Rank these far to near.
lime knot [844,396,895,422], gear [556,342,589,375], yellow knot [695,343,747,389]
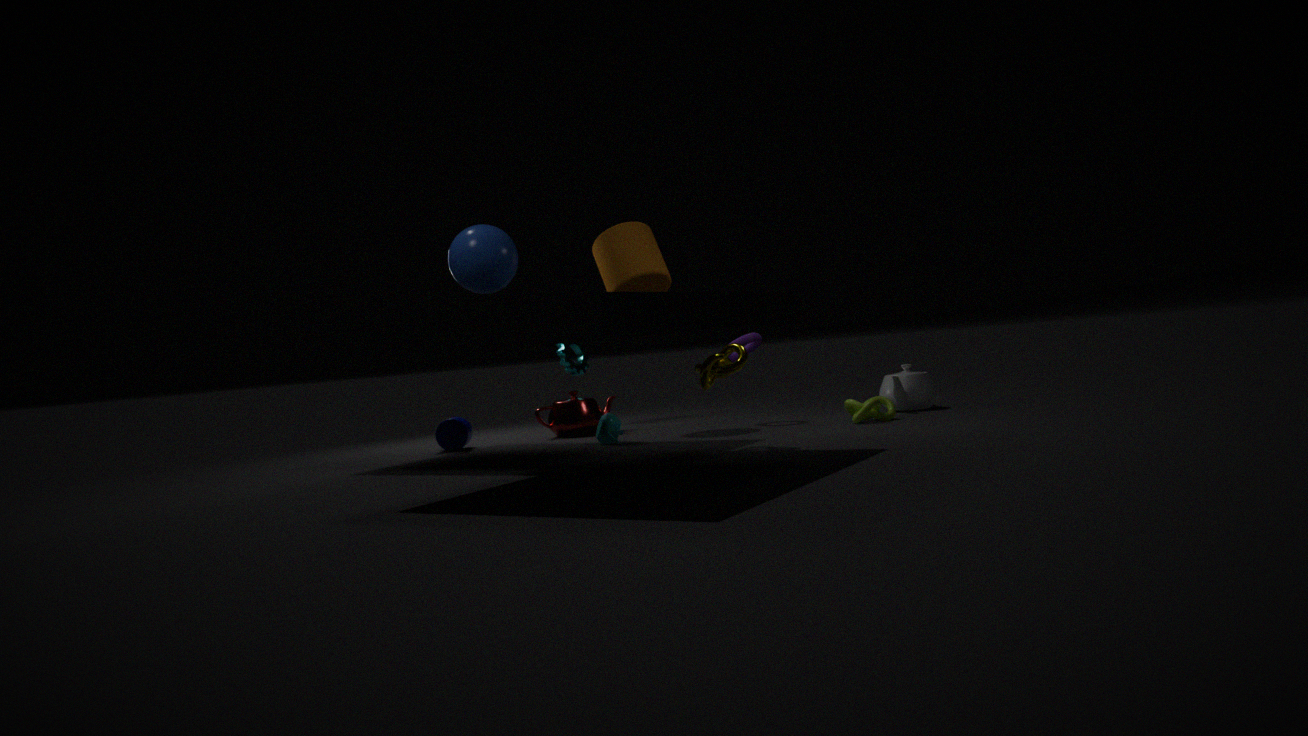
gear [556,342,589,375] < lime knot [844,396,895,422] < yellow knot [695,343,747,389]
